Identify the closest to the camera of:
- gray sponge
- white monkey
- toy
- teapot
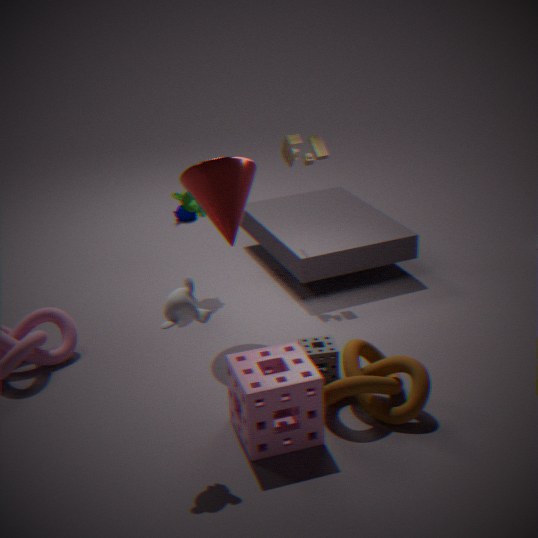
white monkey
